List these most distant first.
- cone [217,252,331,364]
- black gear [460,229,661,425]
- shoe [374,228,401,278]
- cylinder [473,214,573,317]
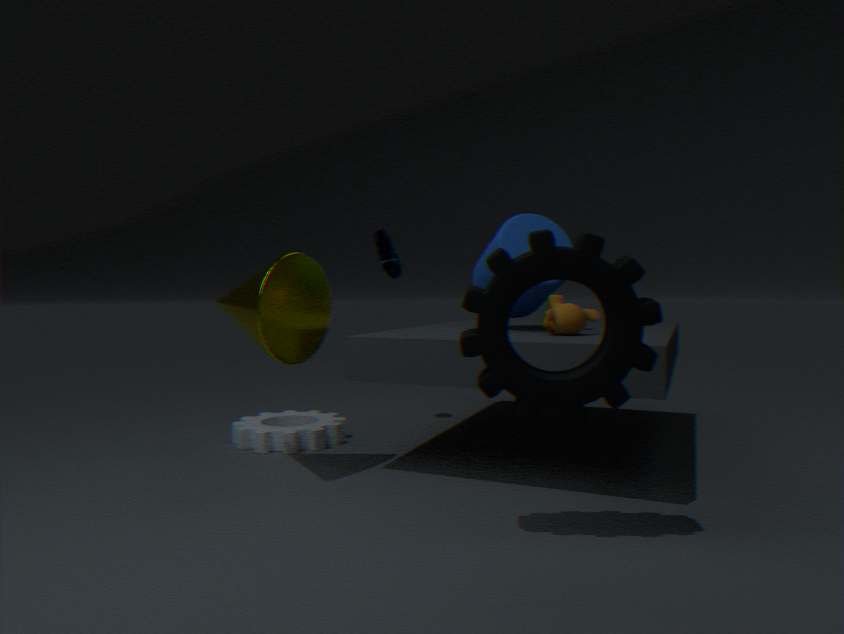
shoe [374,228,401,278], cylinder [473,214,573,317], cone [217,252,331,364], black gear [460,229,661,425]
